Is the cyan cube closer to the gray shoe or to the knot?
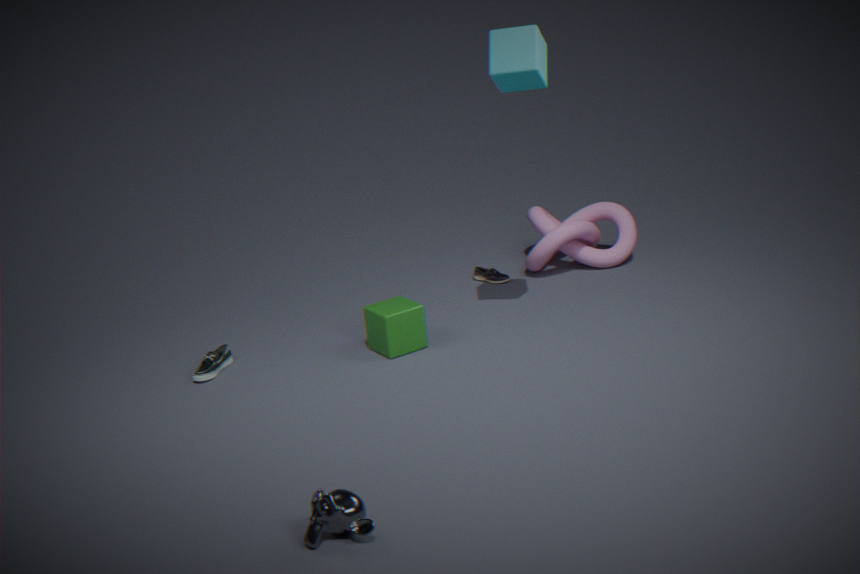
the knot
